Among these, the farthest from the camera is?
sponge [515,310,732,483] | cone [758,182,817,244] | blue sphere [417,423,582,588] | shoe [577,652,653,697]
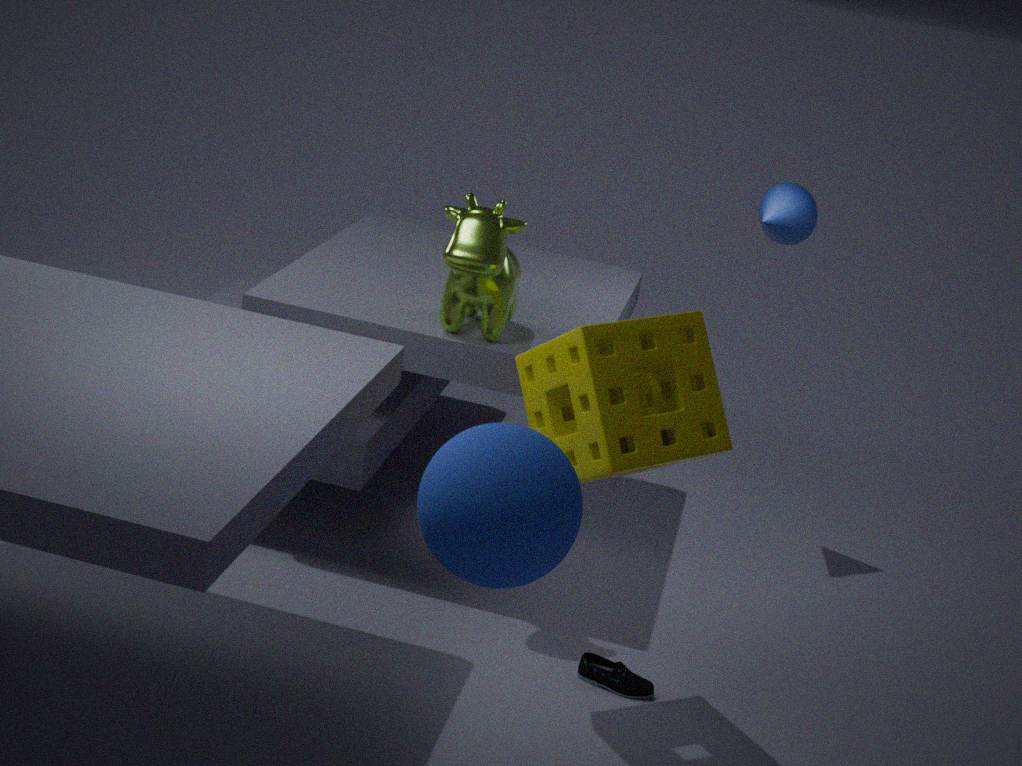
cone [758,182,817,244]
